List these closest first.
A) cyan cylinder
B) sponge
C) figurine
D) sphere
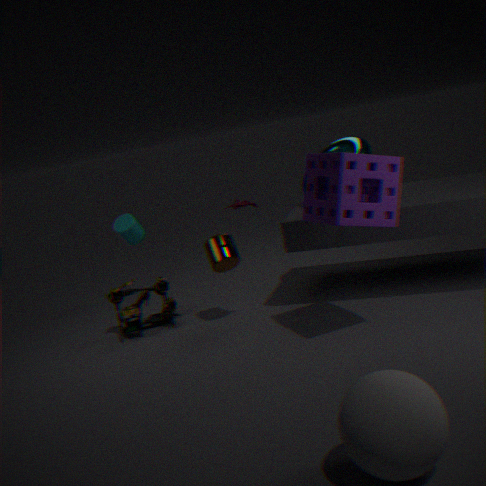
sphere
sponge
figurine
cyan cylinder
